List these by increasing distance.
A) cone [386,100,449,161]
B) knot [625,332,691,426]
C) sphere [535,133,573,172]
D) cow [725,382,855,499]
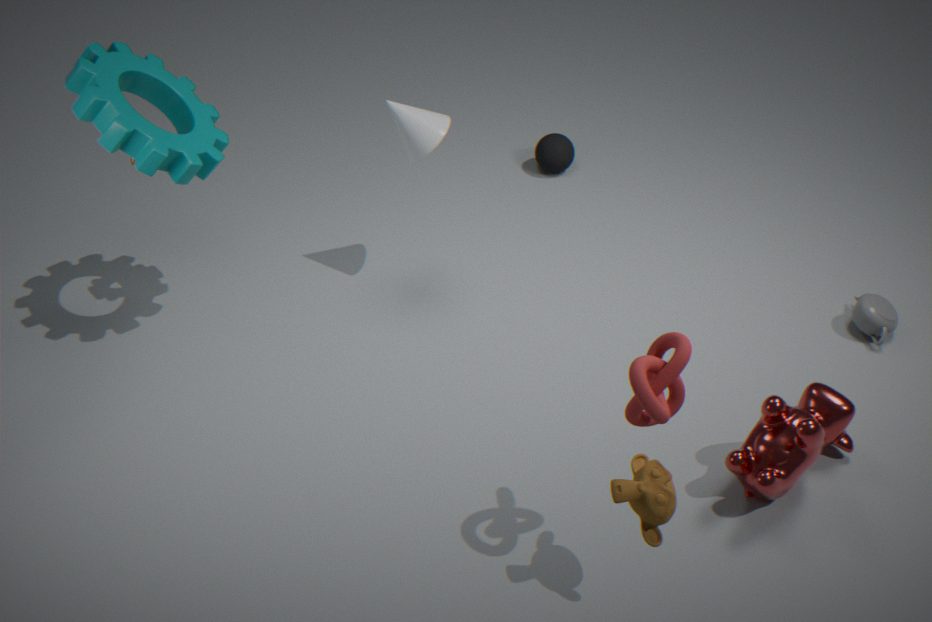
knot [625,332,691,426] < cow [725,382,855,499] < cone [386,100,449,161] < sphere [535,133,573,172]
